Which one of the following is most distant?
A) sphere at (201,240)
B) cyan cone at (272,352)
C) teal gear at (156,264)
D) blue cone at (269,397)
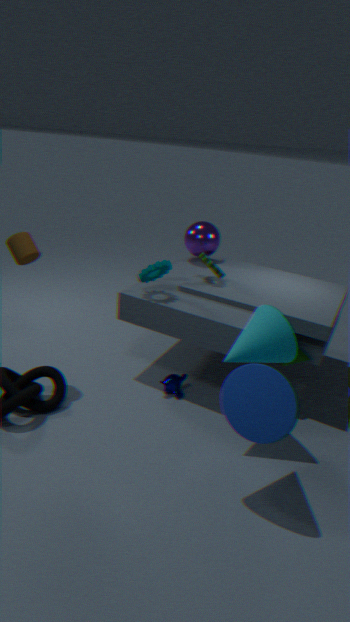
sphere at (201,240)
